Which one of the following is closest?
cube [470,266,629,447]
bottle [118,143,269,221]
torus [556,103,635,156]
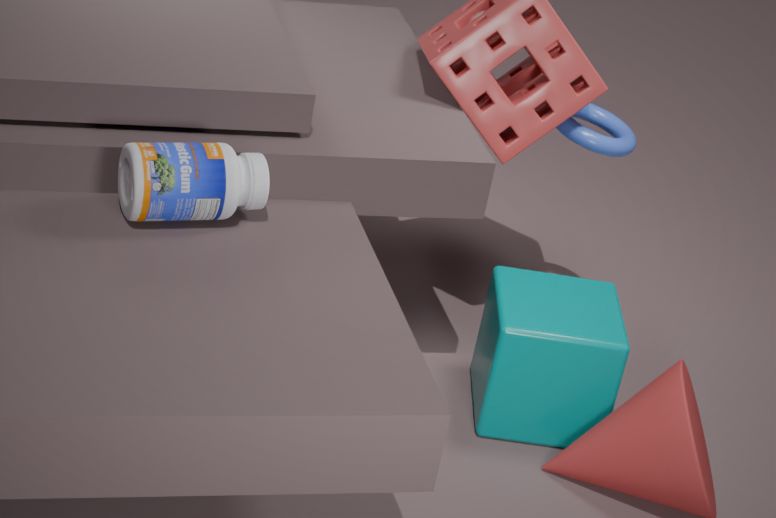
bottle [118,143,269,221]
